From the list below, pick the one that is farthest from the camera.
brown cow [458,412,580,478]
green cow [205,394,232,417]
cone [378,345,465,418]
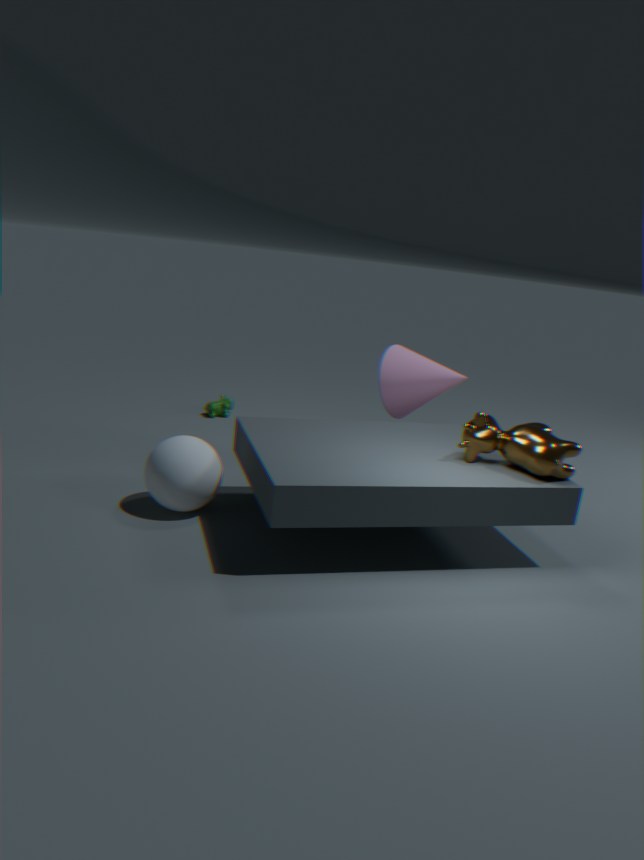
green cow [205,394,232,417]
